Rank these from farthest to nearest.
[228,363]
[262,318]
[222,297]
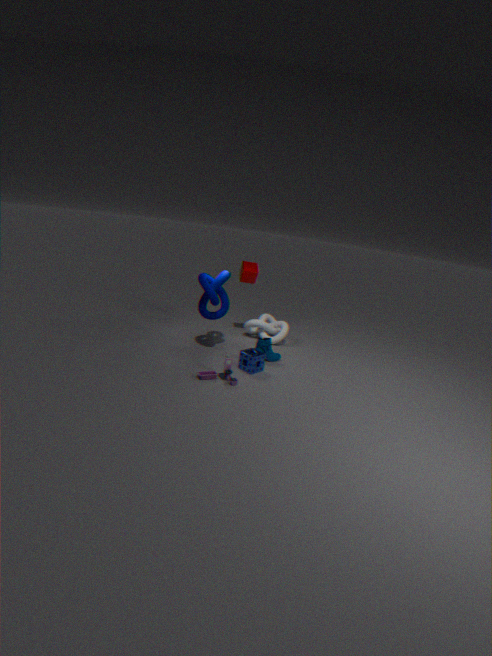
[262,318] < [222,297] < [228,363]
